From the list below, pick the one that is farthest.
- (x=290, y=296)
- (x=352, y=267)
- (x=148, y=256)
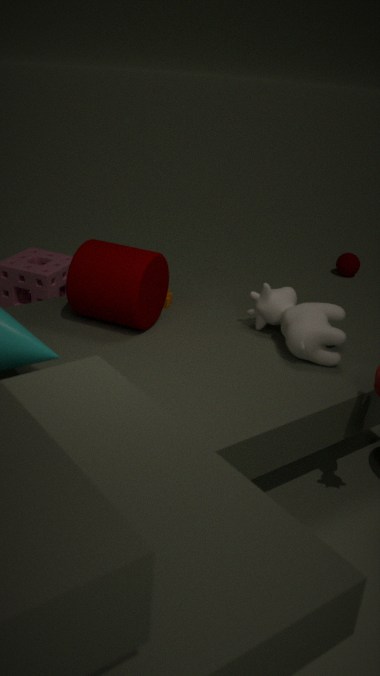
(x=352, y=267)
